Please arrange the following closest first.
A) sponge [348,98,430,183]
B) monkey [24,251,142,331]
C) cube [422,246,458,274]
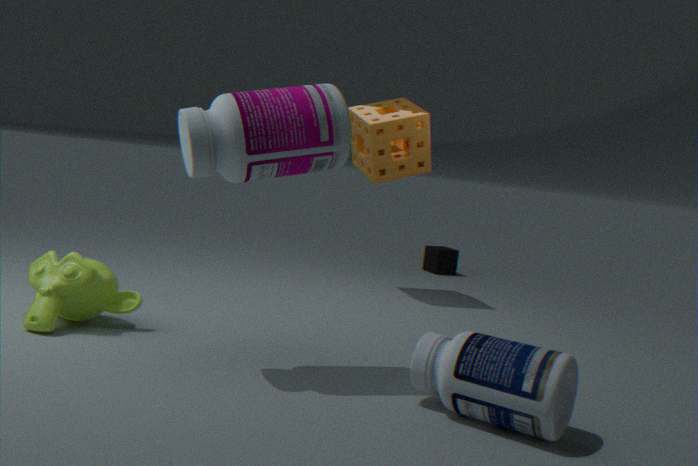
monkey [24,251,142,331] → sponge [348,98,430,183] → cube [422,246,458,274]
